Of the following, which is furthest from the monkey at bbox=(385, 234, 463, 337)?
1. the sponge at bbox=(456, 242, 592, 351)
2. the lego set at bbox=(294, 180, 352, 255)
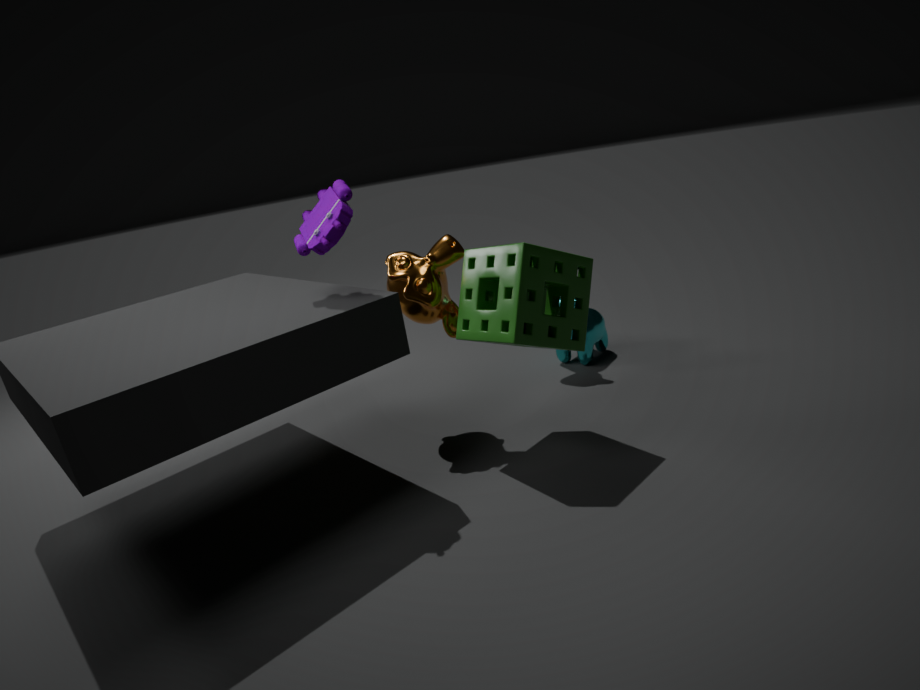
the lego set at bbox=(294, 180, 352, 255)
